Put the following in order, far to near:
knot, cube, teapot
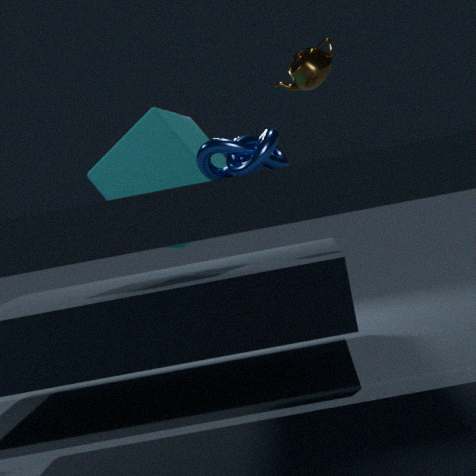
1. teapot
2. cube
3. knot
